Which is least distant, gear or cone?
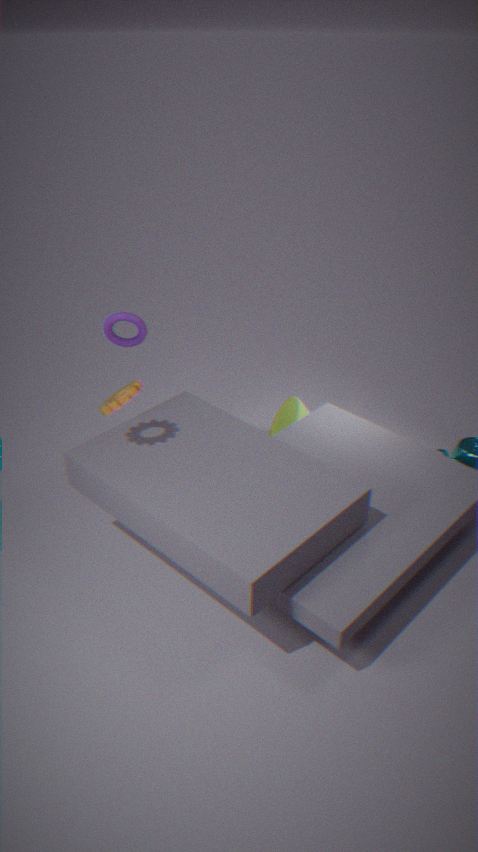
gear
